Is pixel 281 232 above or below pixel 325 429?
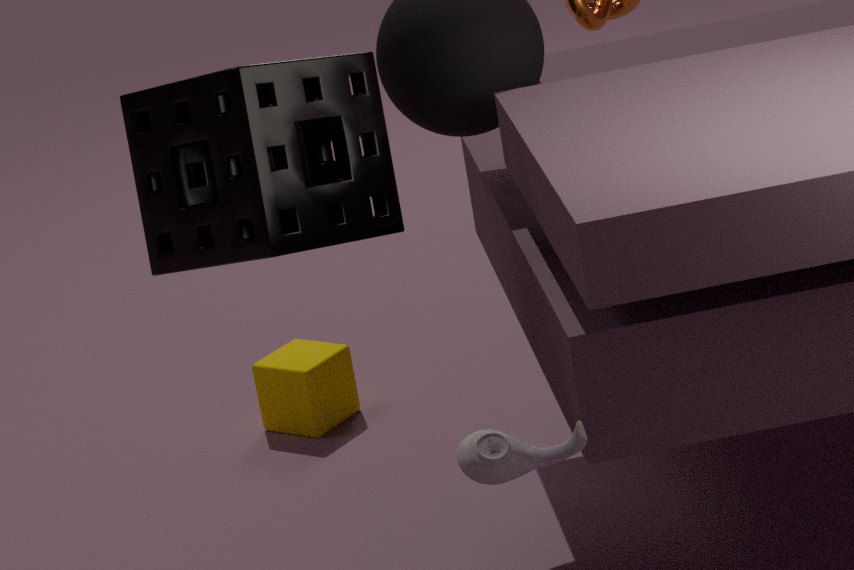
above
